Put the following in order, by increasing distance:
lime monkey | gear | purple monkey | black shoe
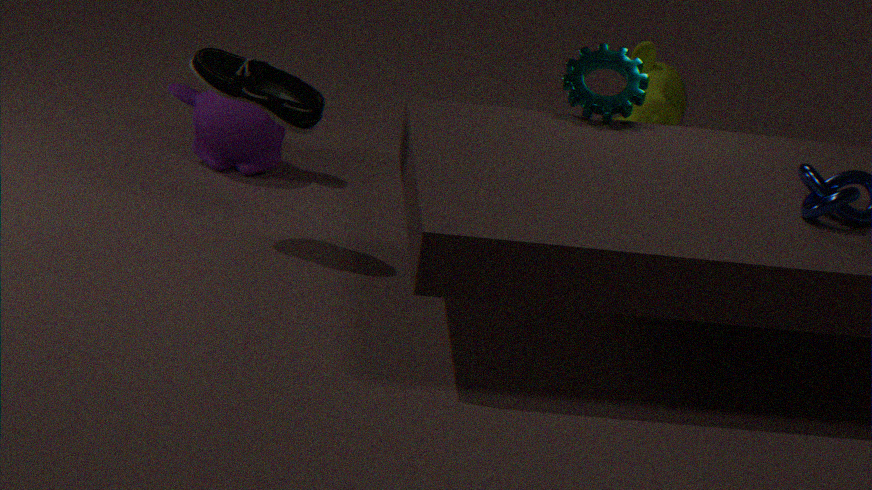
black shoe < gear < purple monkey < lime monkey
